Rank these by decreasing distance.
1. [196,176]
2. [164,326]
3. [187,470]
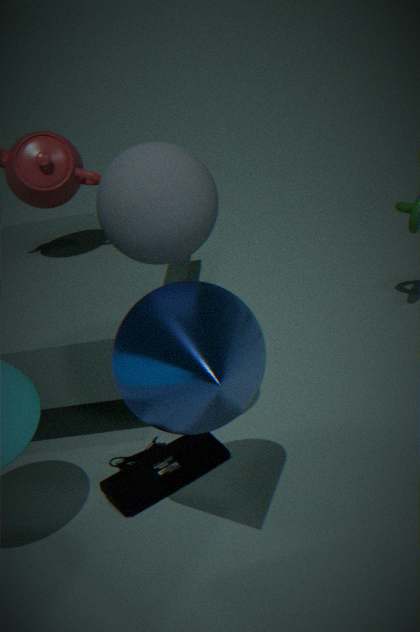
[187,470] < [196,176] < [164,326]
